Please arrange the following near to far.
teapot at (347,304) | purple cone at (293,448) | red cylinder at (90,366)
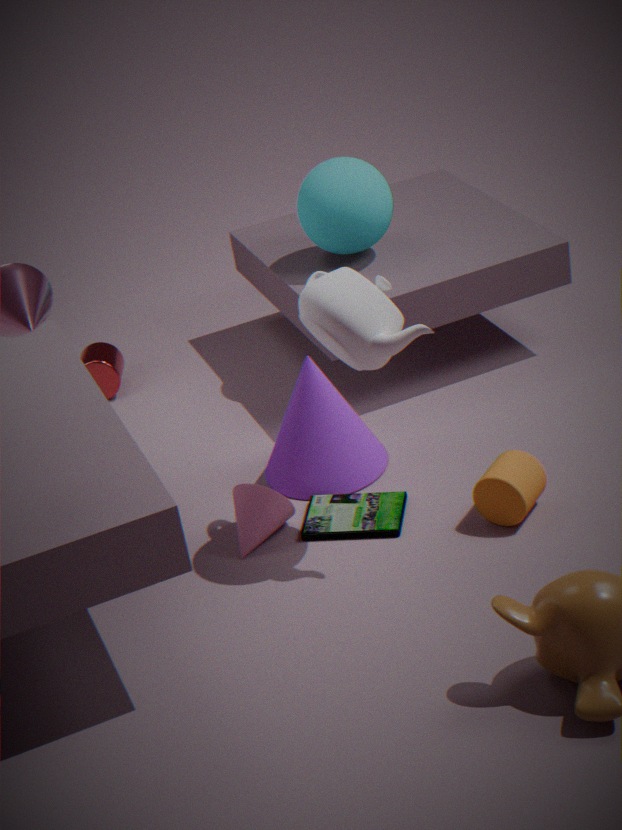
teapot at (347,304) → purple cone at (293,448) → red cylinder at (90,366)
